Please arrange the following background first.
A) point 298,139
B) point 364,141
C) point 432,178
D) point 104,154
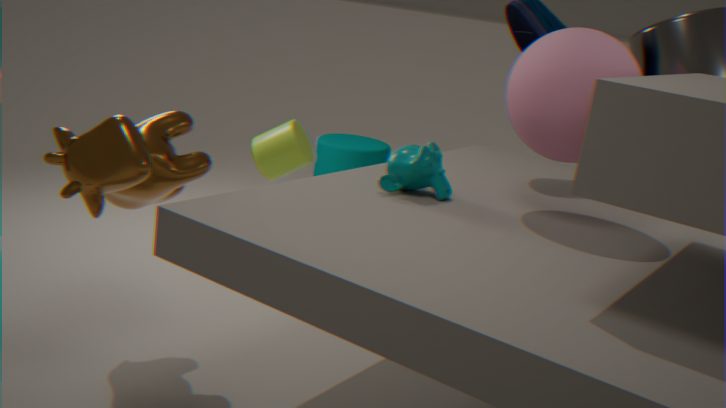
point 364,141 < point 298,139 < point 432,178 < point 104,154
